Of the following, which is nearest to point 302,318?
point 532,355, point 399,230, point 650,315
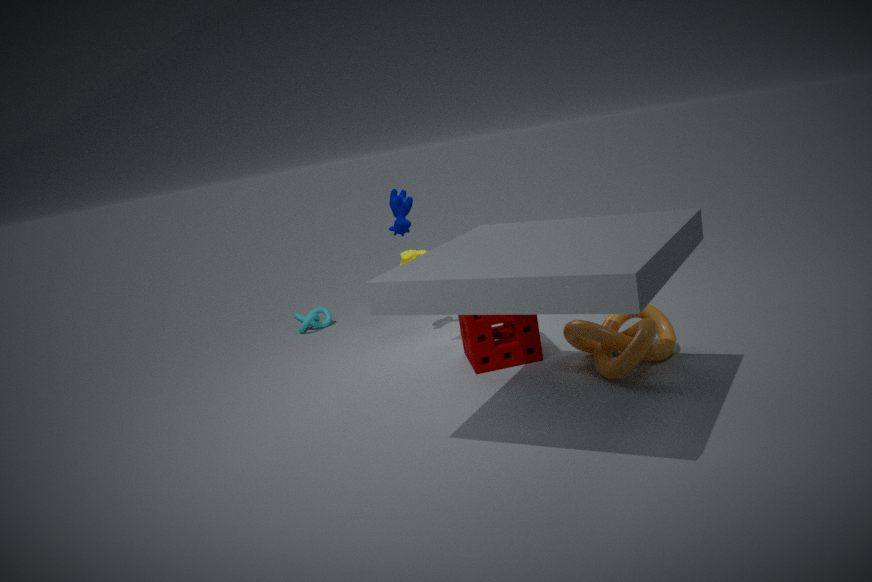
point 399,230
